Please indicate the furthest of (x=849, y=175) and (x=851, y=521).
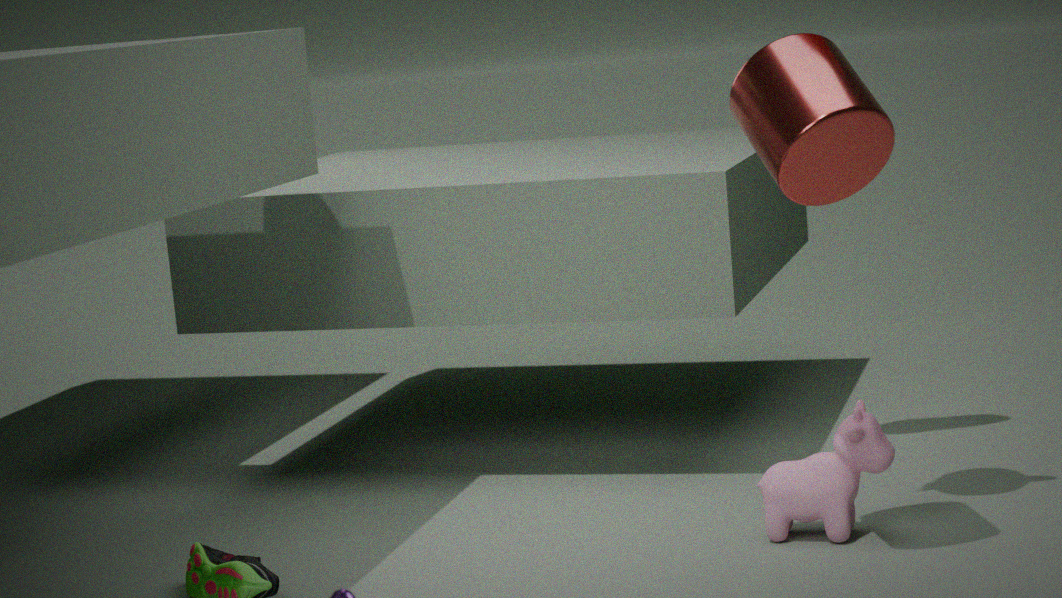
(x=851, y=521)
